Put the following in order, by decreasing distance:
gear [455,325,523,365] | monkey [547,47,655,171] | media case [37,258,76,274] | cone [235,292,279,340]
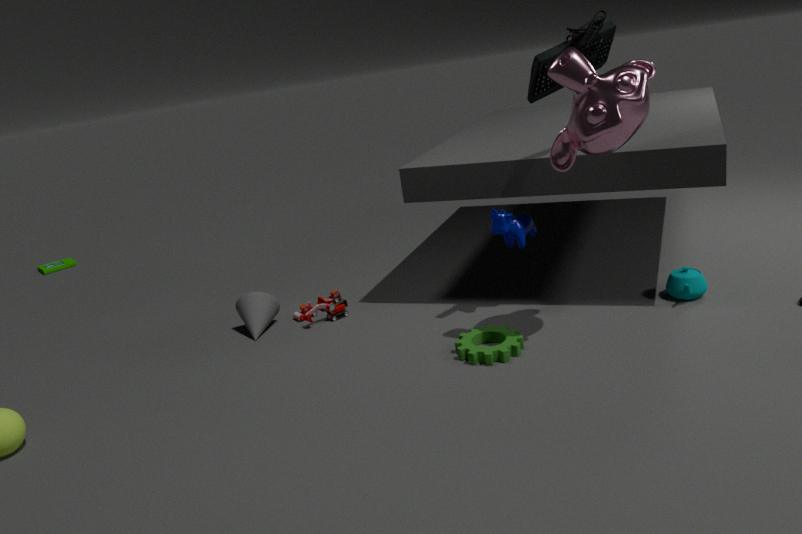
media case [37,258,76,274]
cone [235,292,279,340]
gear [455,325,523,365]
monkey [547,47,655,171]
